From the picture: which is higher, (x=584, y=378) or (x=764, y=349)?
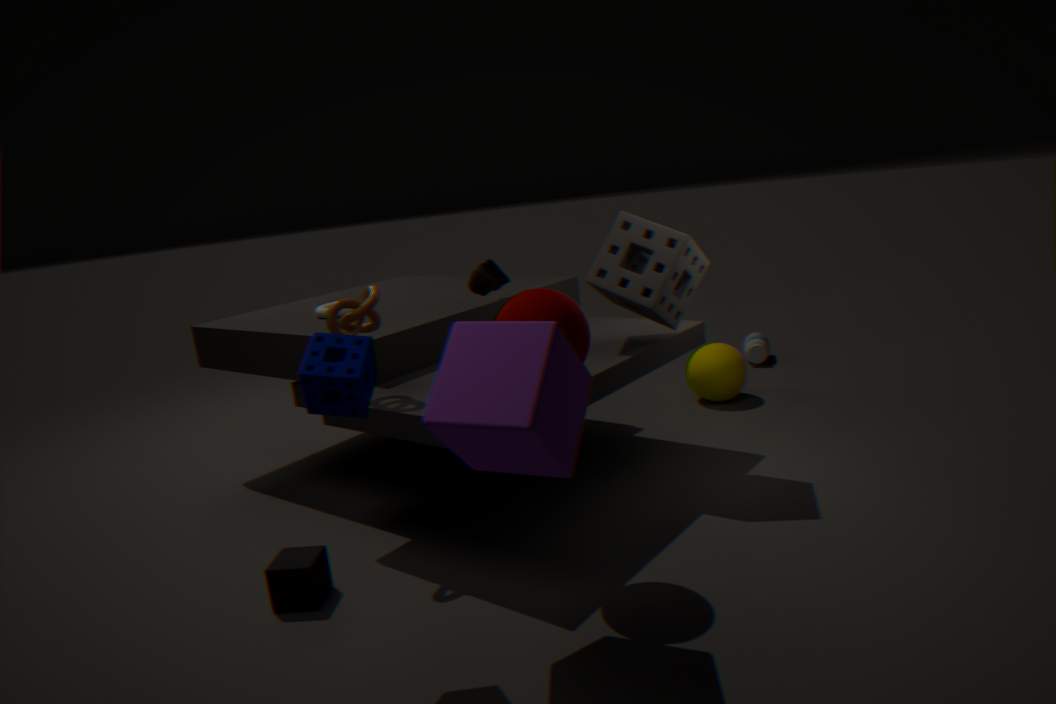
(x=584, y=378)
